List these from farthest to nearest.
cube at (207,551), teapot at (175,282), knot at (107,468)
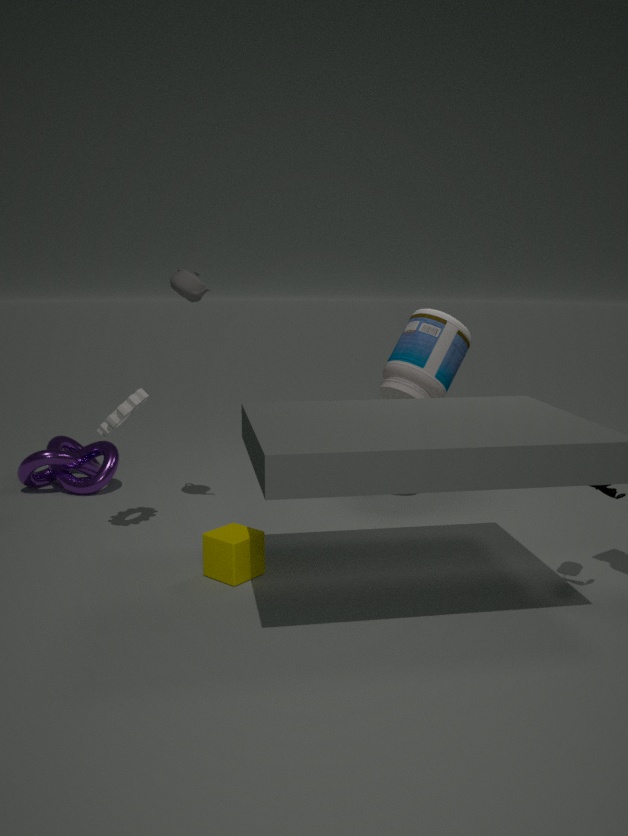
knot at (107,468) < teapot at (175,282) < cube at (207,551)
